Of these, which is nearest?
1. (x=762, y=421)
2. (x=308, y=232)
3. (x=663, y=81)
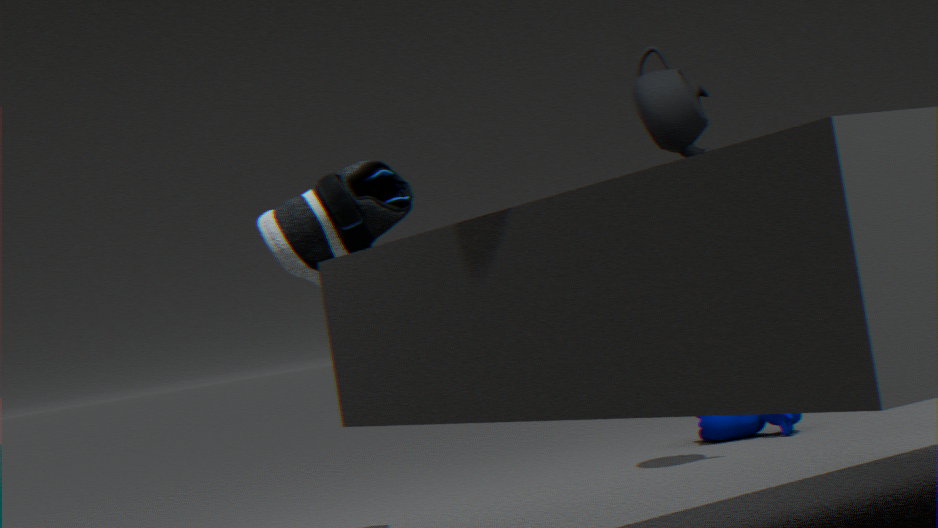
(x=308, y=232)
